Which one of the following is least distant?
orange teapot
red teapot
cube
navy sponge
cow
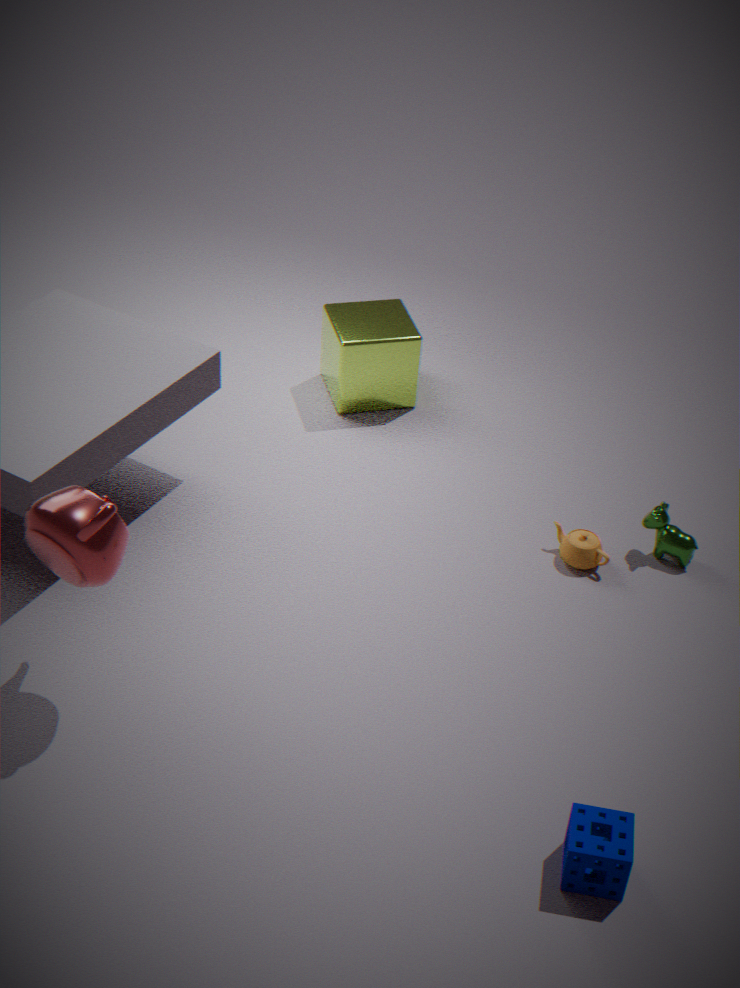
navy sponge
